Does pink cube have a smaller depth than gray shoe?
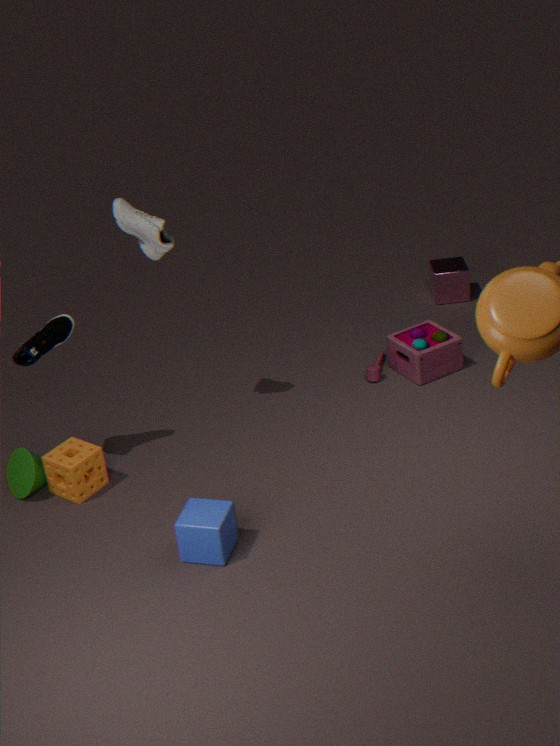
No
